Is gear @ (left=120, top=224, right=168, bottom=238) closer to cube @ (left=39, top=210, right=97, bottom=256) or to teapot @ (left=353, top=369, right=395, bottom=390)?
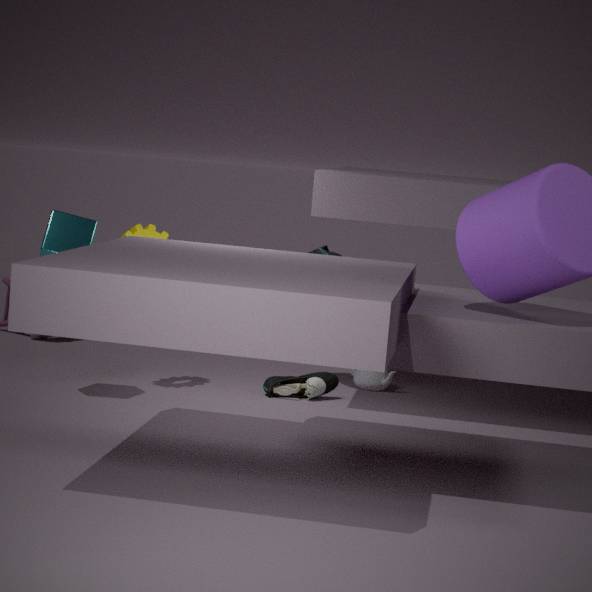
cube @ (left=39, top=210, right=97, bottom=256)
